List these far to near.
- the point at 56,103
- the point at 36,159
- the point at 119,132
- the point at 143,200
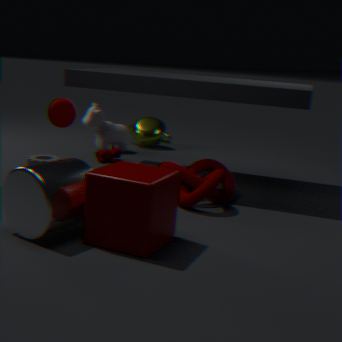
the point at 119,132 → the point at 36,159 → the point at 56,103 → the point at 143,200
